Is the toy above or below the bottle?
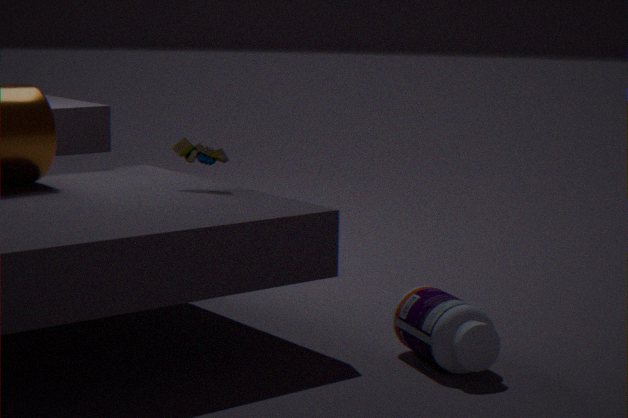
above
